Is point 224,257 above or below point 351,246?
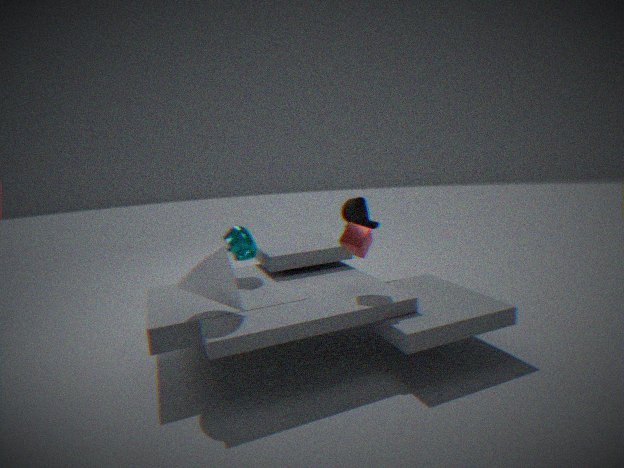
below
